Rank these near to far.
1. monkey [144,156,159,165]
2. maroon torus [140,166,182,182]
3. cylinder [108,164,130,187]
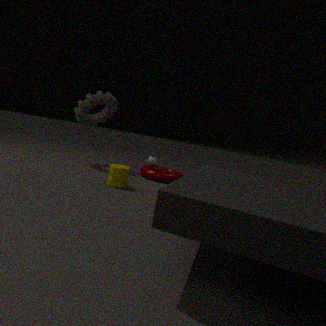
cylinder [108,164,130,187]
maroon torus [140,166,182,182]
monkey [144,156,159,165]
